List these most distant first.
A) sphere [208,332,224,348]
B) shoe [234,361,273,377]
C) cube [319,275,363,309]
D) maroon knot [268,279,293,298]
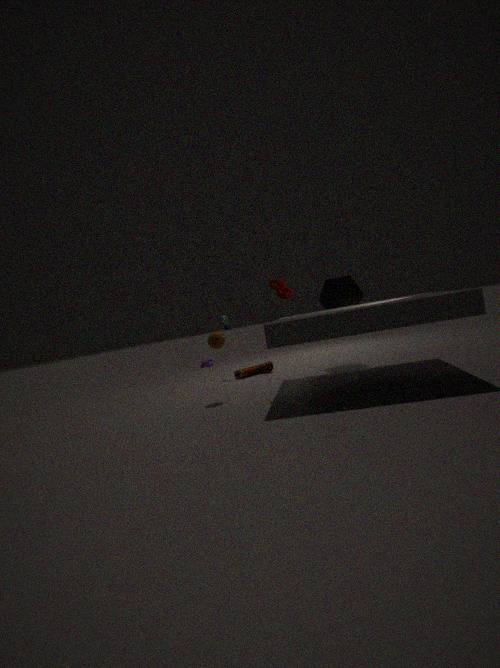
1. shoe [234,361,273,377]
2. cube [319,275,363,309]
3. sphere [208,332,224,348]
4. maroon knot [268,279,293,298]
